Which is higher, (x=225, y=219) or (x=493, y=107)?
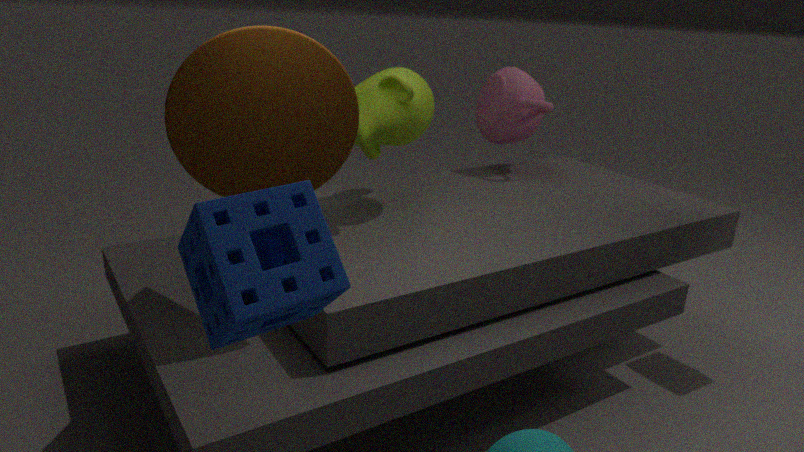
(x=225, y=219)
